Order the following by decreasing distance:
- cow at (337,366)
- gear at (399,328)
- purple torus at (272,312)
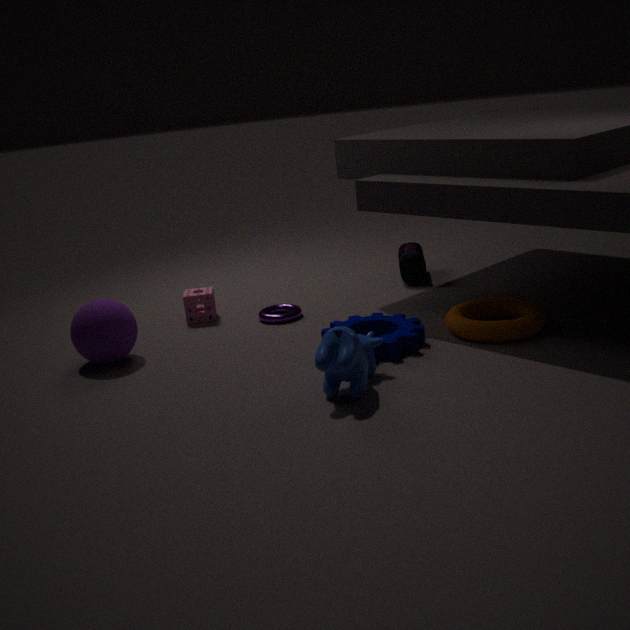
purple torus at (272,312) < gear at (399,328) < cow at (337,366)
